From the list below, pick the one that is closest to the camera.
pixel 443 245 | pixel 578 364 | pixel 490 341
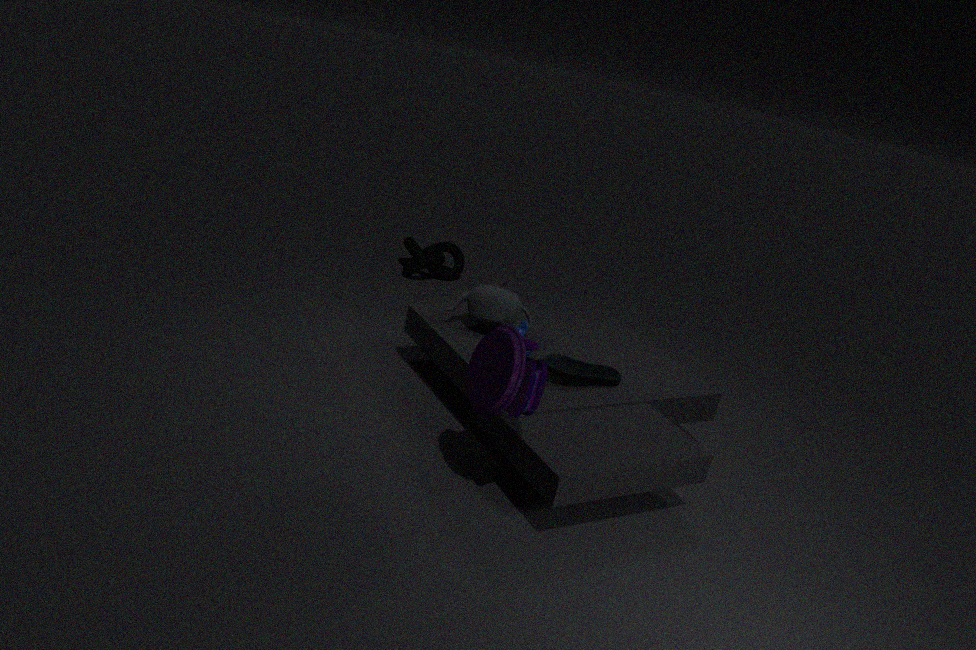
pixel 490 341
